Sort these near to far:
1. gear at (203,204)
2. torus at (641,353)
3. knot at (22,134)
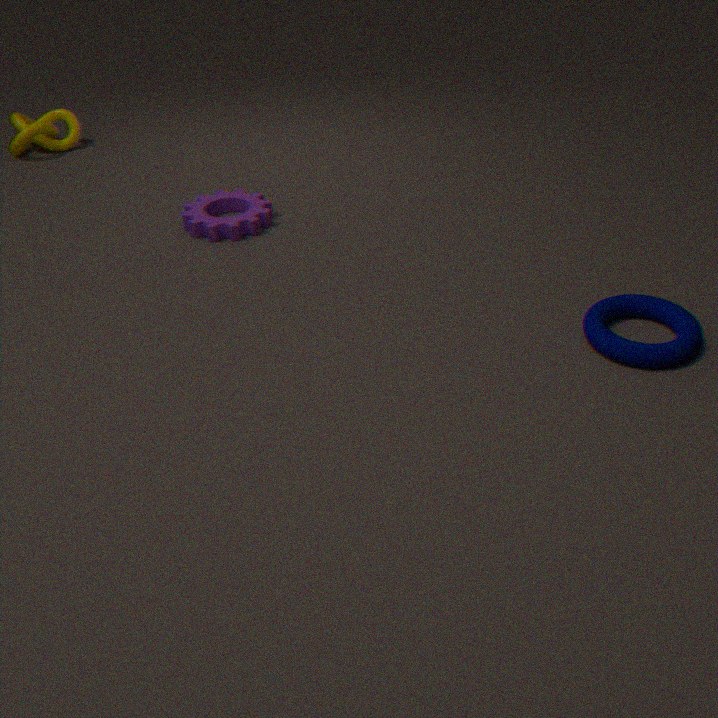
1. torus at (641,353)
2. gear at (203,204)
3. knot at (22,134)
